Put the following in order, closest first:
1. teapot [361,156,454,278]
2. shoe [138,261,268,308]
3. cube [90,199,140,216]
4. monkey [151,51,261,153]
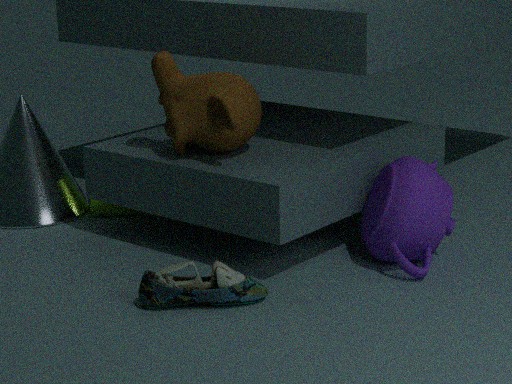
shoe [138,261,268,308], teapot [361,156,454,278], monkey [151,51,261,153], cube [90,199,140,216]
